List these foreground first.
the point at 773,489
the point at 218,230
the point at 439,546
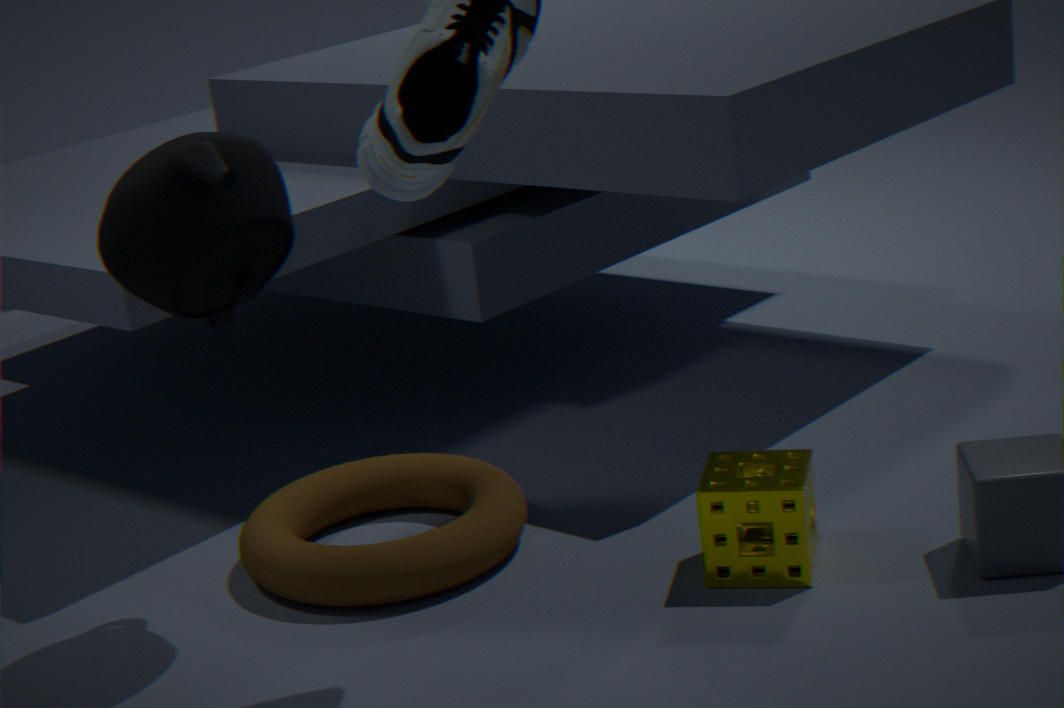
the point at 218,230 → the point at 773,489 → the point at 439,546
